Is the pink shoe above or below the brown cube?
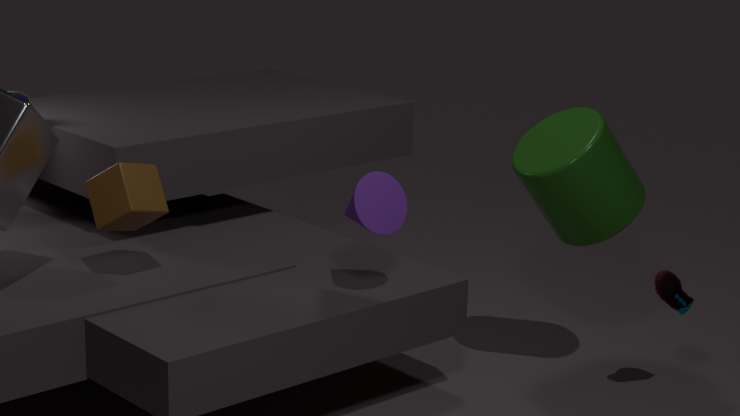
below
